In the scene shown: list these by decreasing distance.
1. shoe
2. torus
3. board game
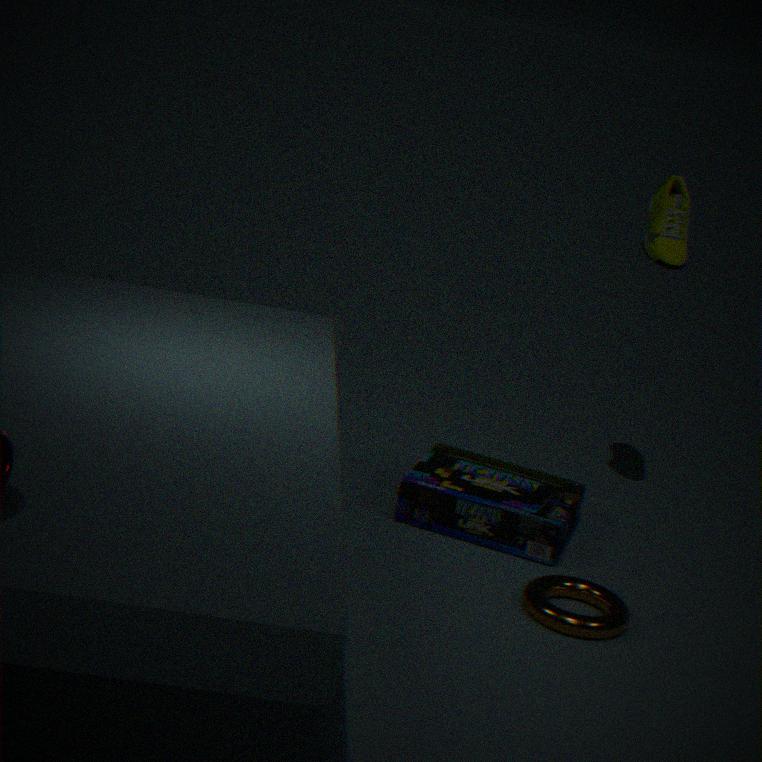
shoe < board game < torus
